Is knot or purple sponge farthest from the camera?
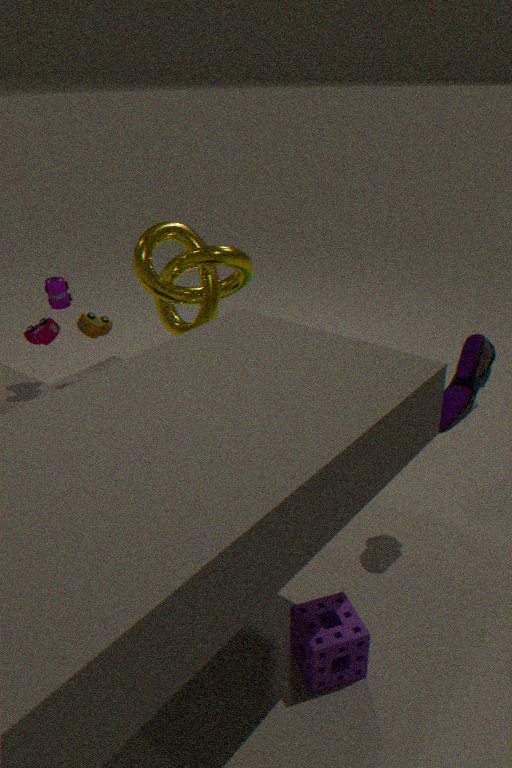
knot
